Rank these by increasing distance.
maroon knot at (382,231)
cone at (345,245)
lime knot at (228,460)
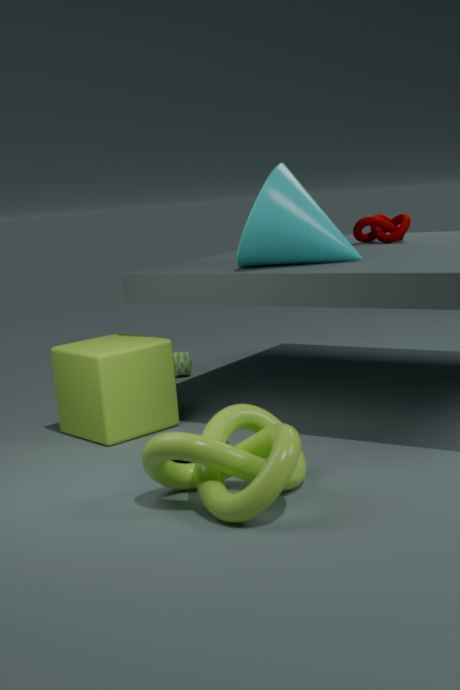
lime knot at (228,460), cone at (345,245), maroon knot at (382,231)
